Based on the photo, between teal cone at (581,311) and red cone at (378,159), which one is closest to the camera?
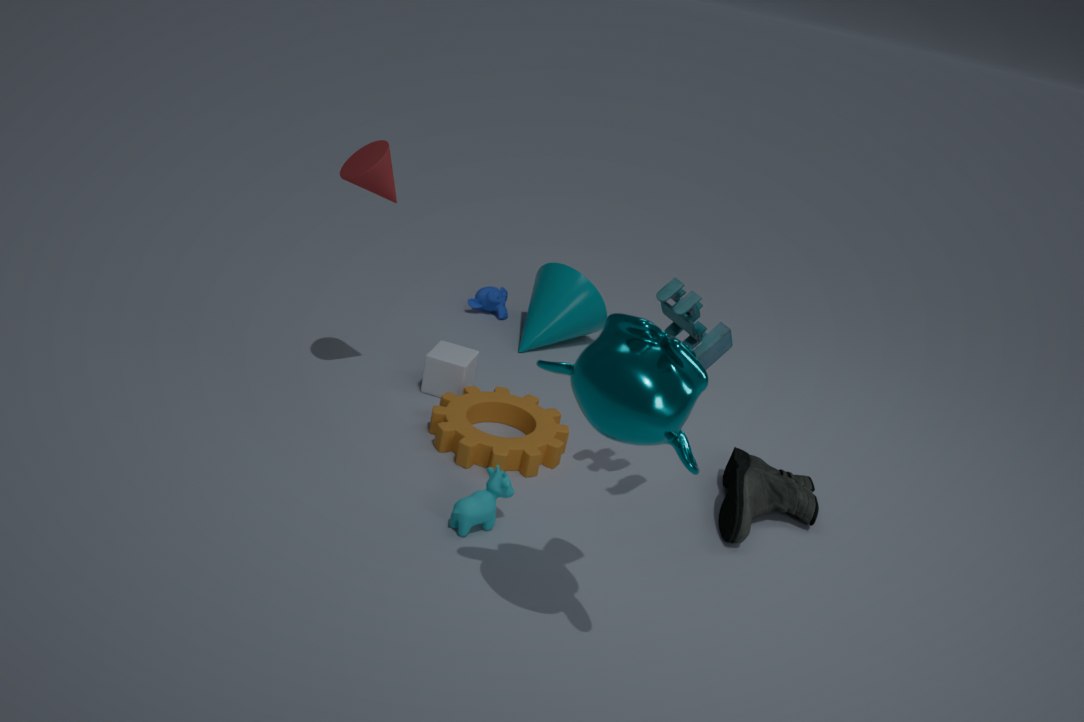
red cone at (378,159)
